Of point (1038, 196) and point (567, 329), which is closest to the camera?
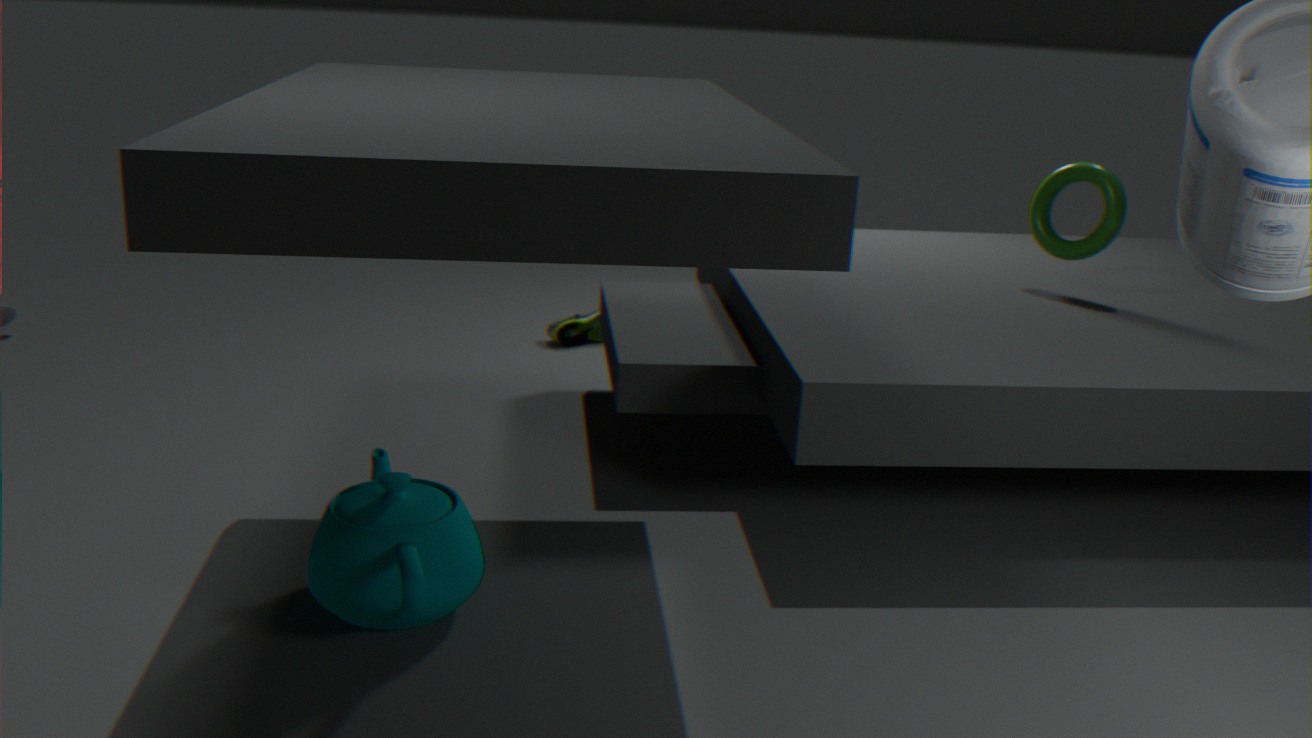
point (1038, 196)
